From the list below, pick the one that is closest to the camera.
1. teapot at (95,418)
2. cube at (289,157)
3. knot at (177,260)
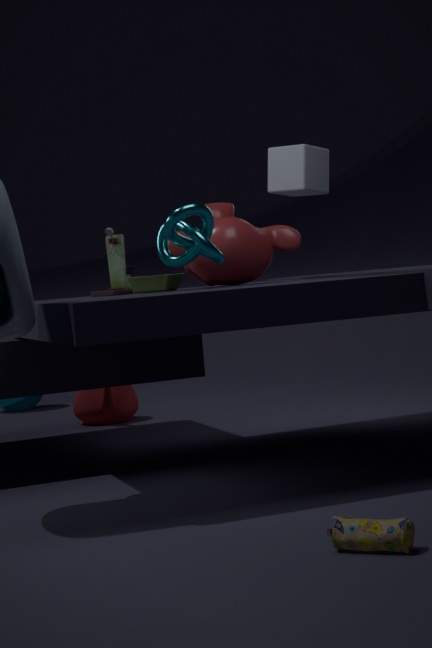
knot at (177,260)
